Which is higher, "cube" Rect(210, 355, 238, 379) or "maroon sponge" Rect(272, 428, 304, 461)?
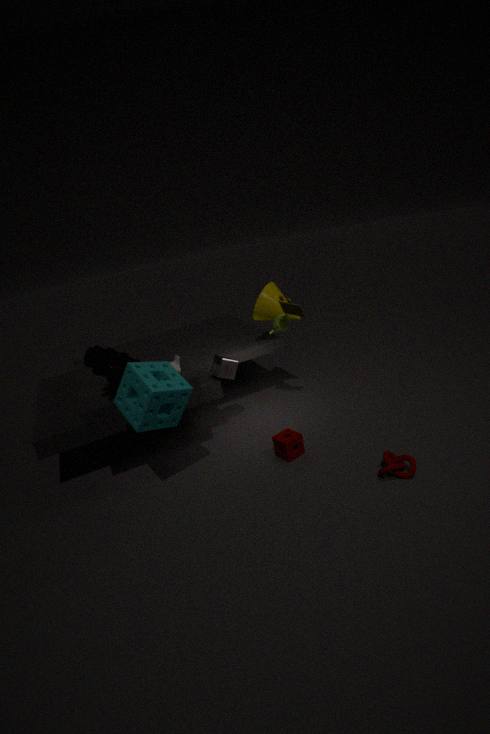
"cube" Rect(210, 355, 238, 379)
